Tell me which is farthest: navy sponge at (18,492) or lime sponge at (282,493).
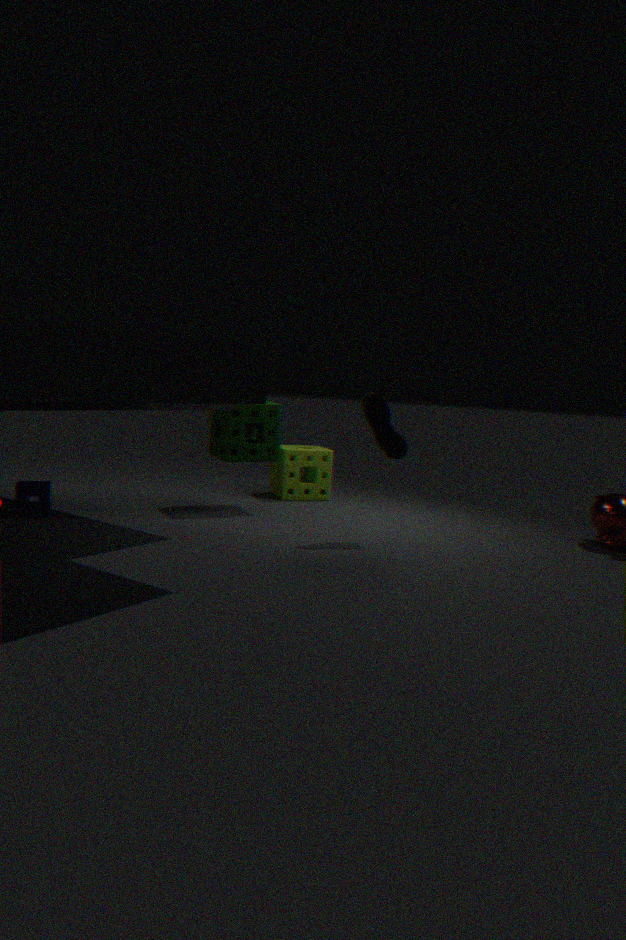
lime sponge at (282,493)
